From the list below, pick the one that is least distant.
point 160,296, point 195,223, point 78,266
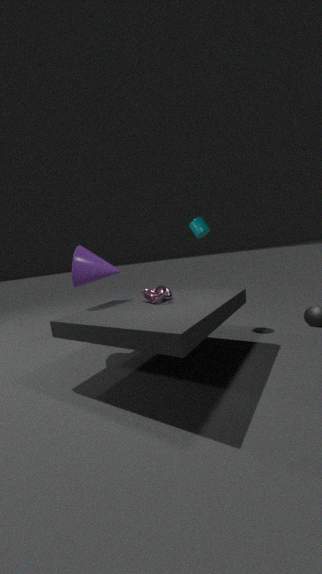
point 160,296
